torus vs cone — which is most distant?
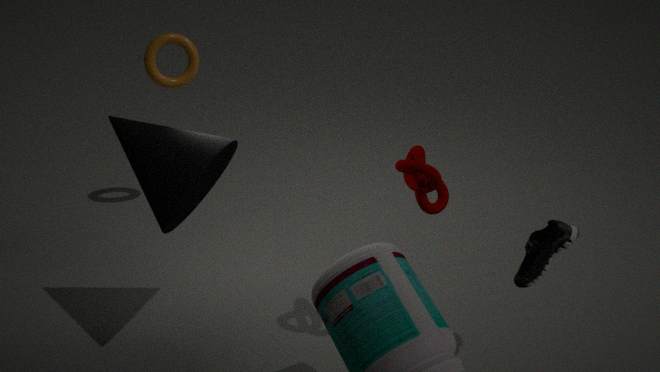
torus
